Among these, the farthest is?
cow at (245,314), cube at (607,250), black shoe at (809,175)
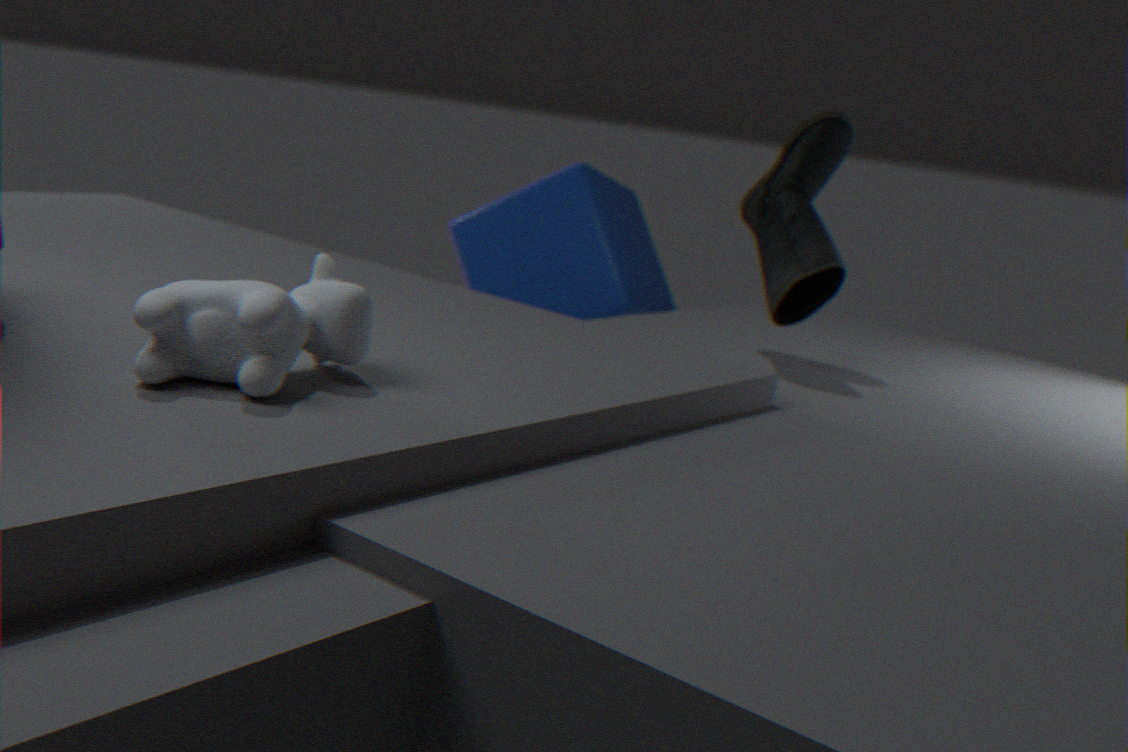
cube at (607,250)
